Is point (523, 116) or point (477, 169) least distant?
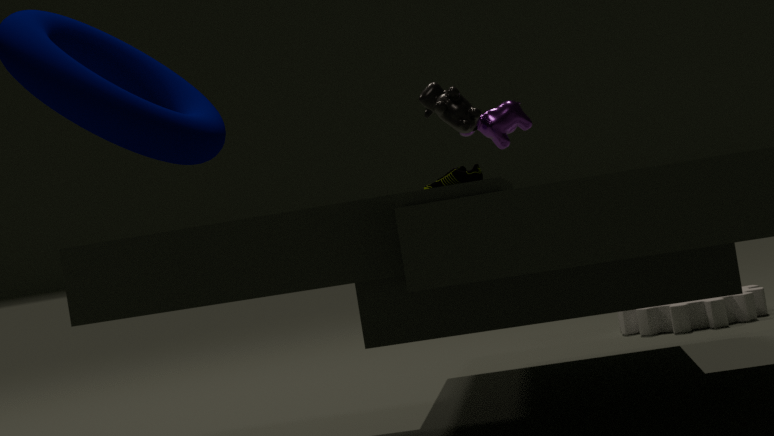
point (477, 169)
